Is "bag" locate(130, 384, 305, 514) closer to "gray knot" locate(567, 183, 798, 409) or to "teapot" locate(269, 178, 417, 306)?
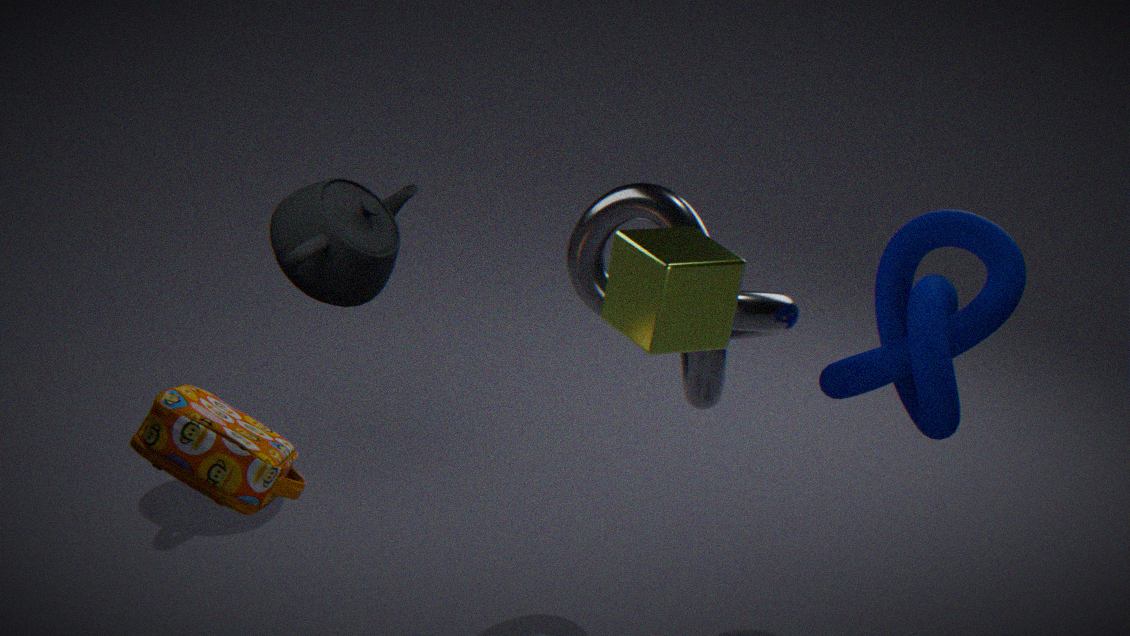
"teapot" locate(269, 178, 417, 306)
